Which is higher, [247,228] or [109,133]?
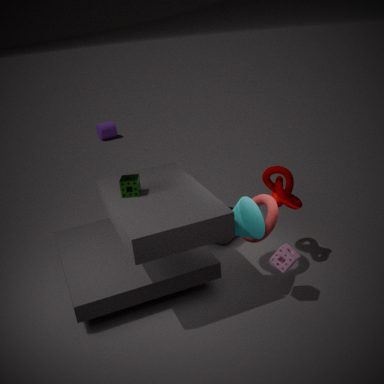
[247,228]
